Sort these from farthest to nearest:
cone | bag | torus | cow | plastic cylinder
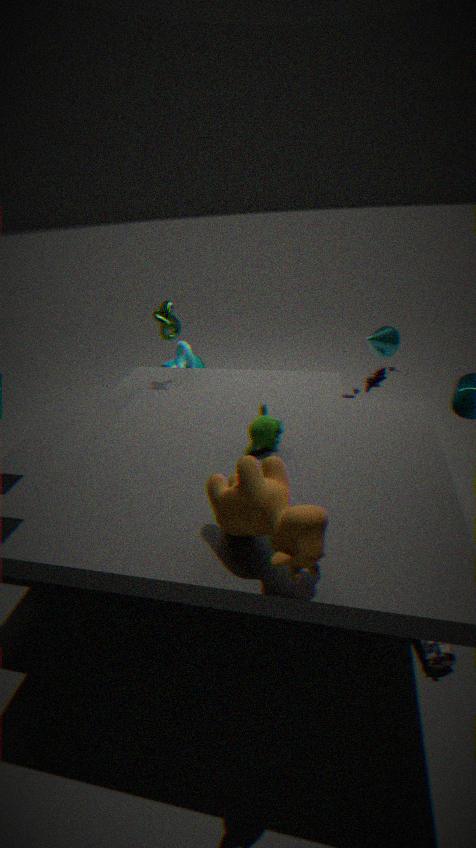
plastic cylinder, torus, cone, bag, cow
